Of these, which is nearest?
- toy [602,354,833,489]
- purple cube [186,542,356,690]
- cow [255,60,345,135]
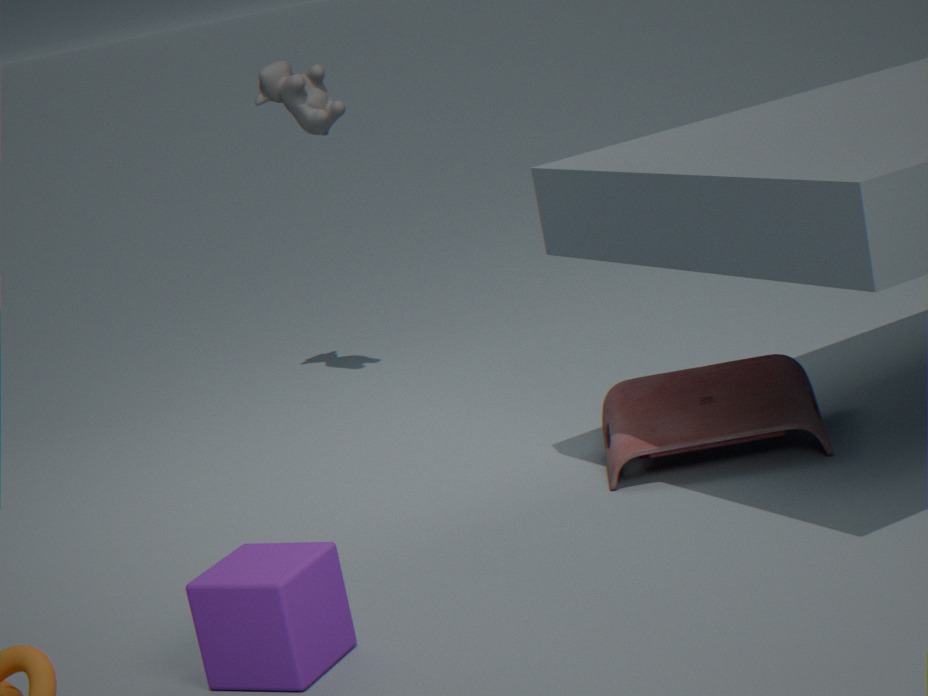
purple cube [186,542,356,690]
